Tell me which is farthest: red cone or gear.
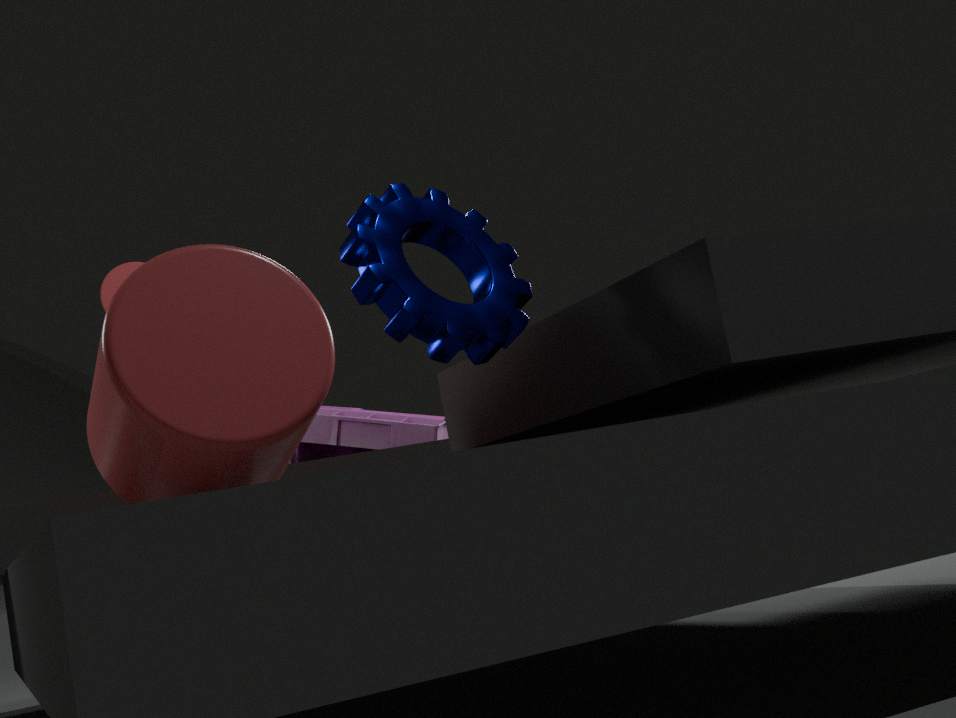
red cone
